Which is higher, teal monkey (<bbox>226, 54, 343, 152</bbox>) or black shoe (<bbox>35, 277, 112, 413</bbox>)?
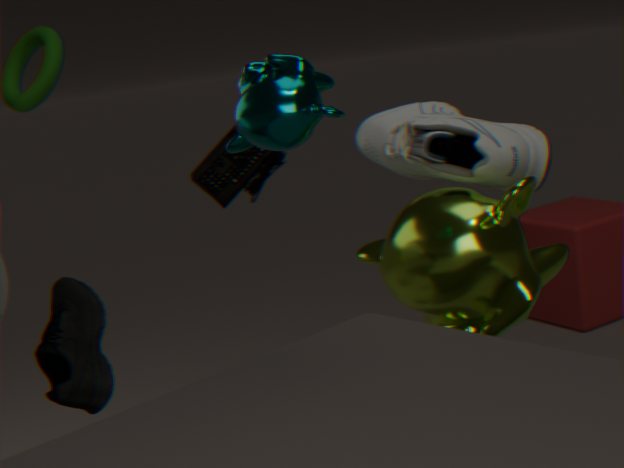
teal monkey (<bbox>226, 54, 343, 152</bbox>)
